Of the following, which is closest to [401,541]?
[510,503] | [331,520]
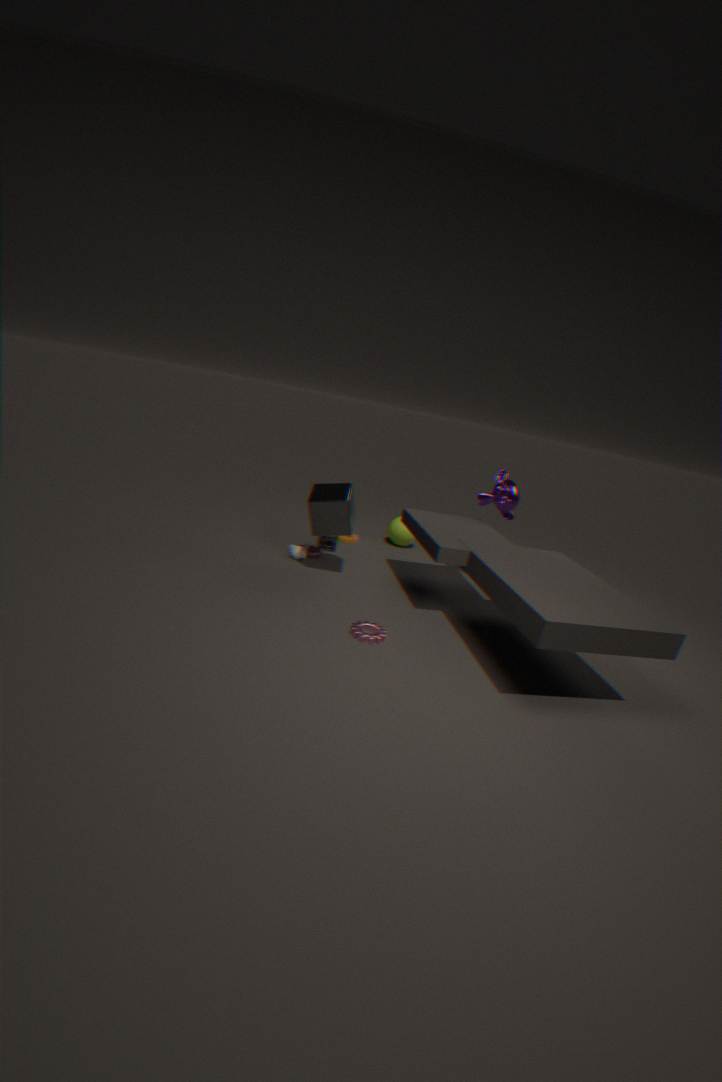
[510,503]
